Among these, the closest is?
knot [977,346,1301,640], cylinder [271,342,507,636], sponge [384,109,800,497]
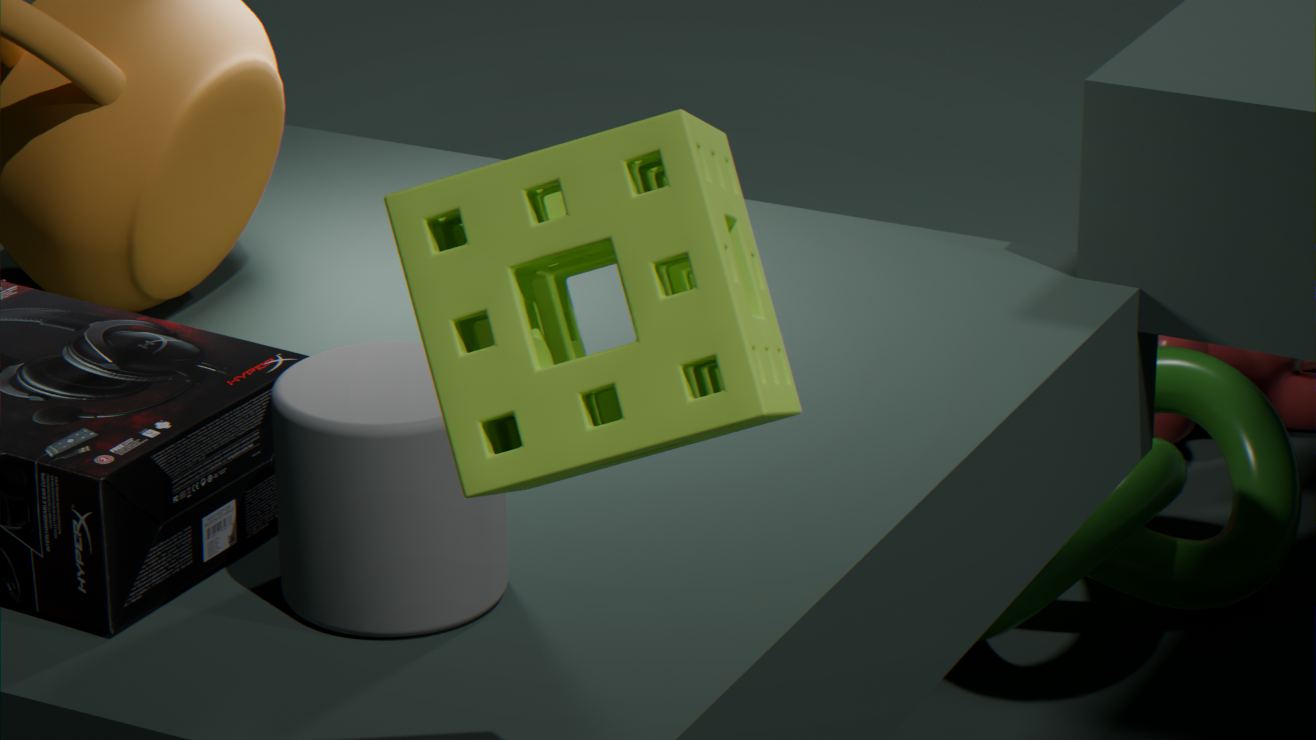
sponge [384,109,800,497]
